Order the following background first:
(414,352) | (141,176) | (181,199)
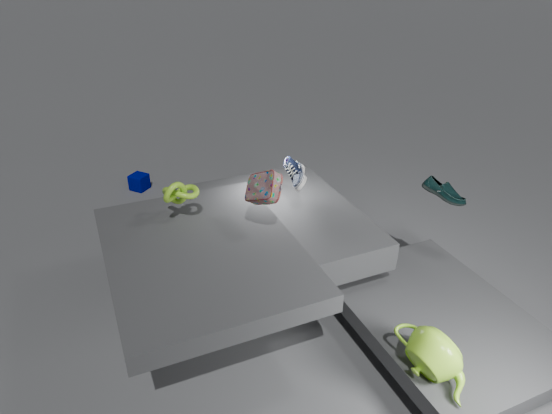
(141,176) → (181,199) → (414,352)
